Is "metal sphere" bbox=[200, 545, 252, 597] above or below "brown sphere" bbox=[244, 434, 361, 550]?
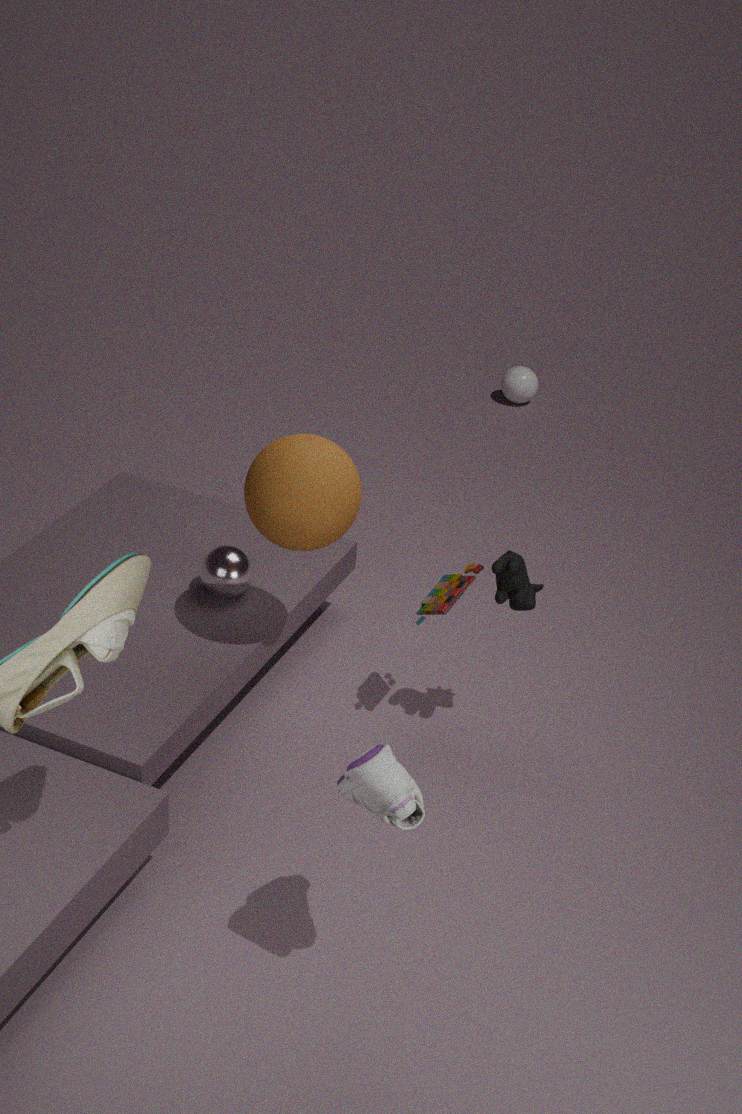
below
